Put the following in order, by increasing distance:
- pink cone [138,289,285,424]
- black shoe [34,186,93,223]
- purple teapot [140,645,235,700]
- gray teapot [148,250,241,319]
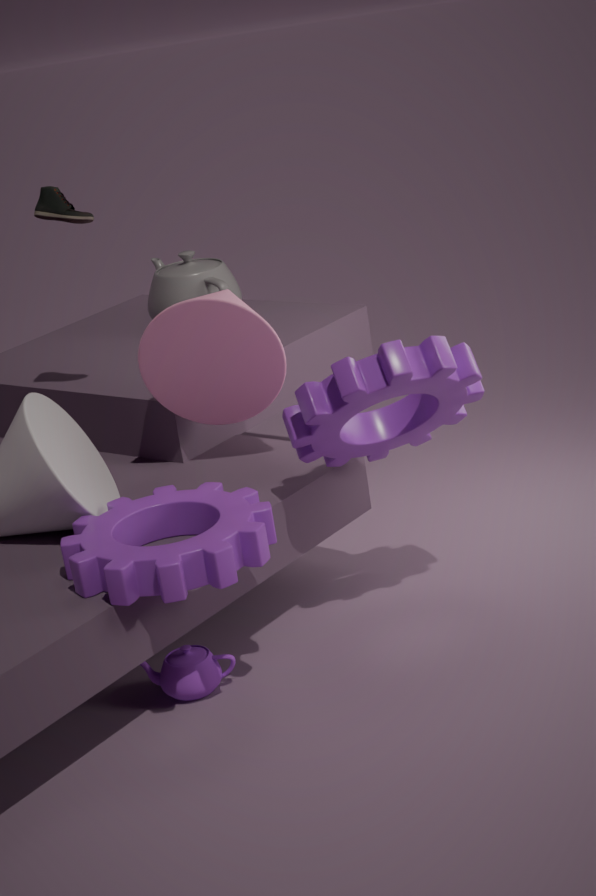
purple teapot [140,645,235,700]
pink cone [138,289,285,424]
black shoe [34,186,93,223]
gray teapot [148,250,241,319]
